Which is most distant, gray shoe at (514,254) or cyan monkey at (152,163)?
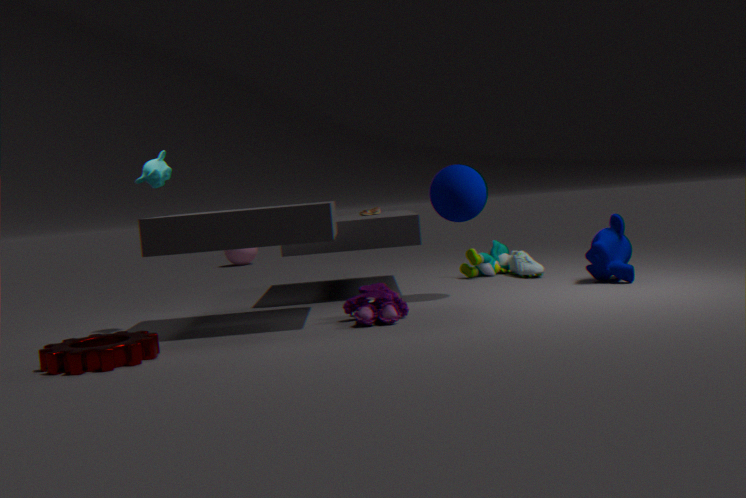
gray shoe at (514,254)
